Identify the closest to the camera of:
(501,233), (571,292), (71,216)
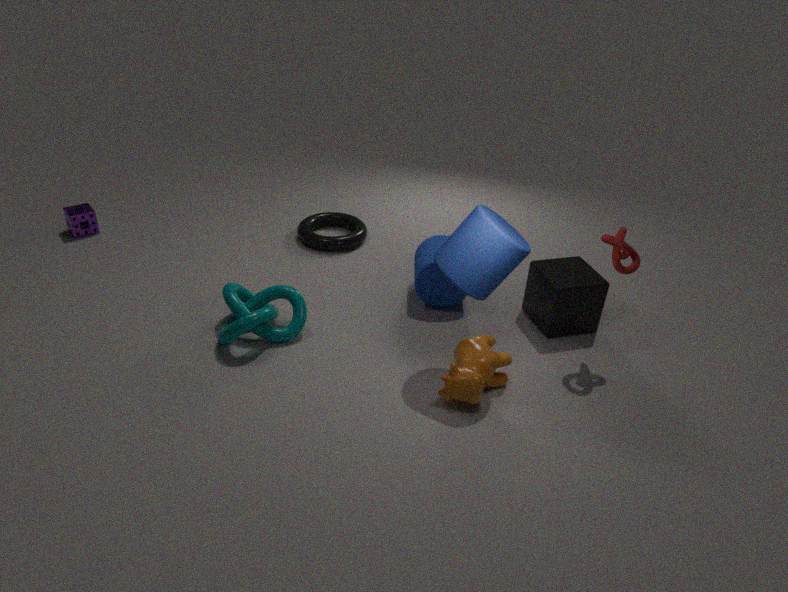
(501,233)
